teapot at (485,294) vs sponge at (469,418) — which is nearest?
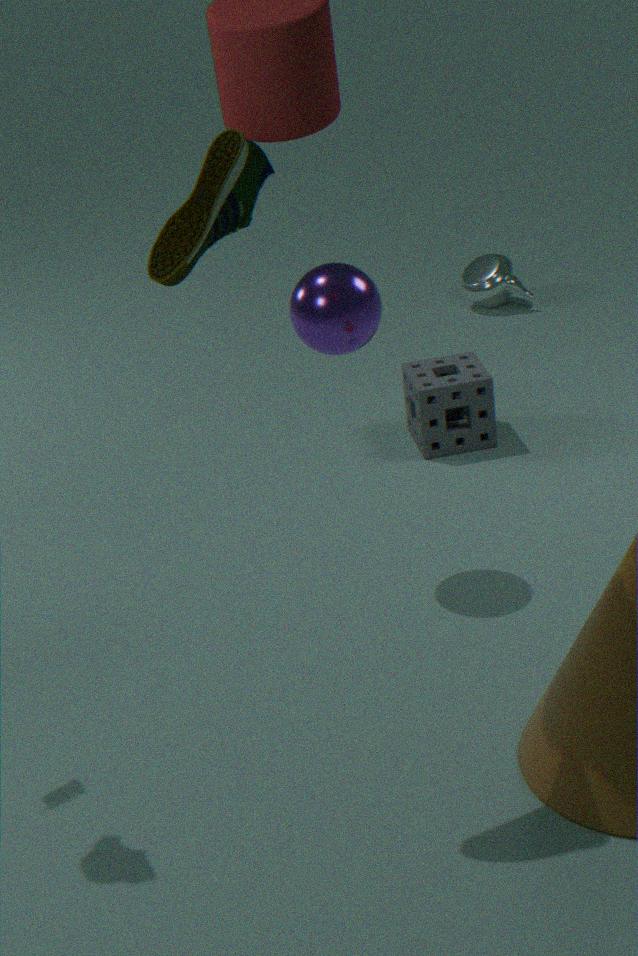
sponge at (469,418)
